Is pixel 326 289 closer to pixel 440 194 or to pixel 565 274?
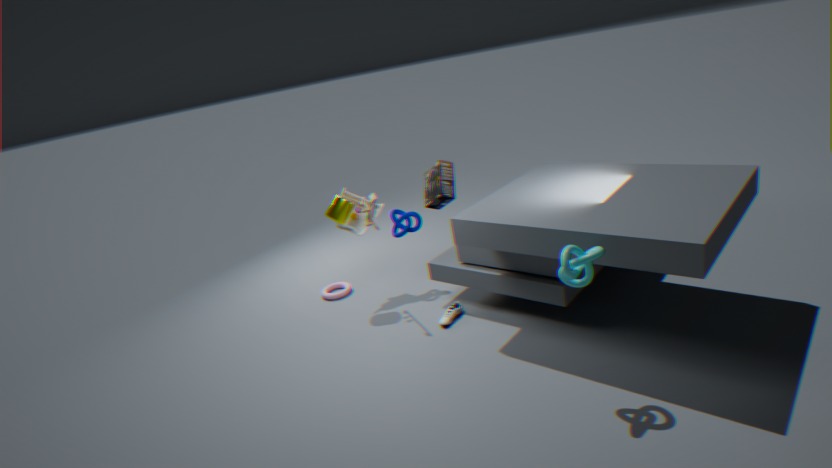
pixel 440 194
